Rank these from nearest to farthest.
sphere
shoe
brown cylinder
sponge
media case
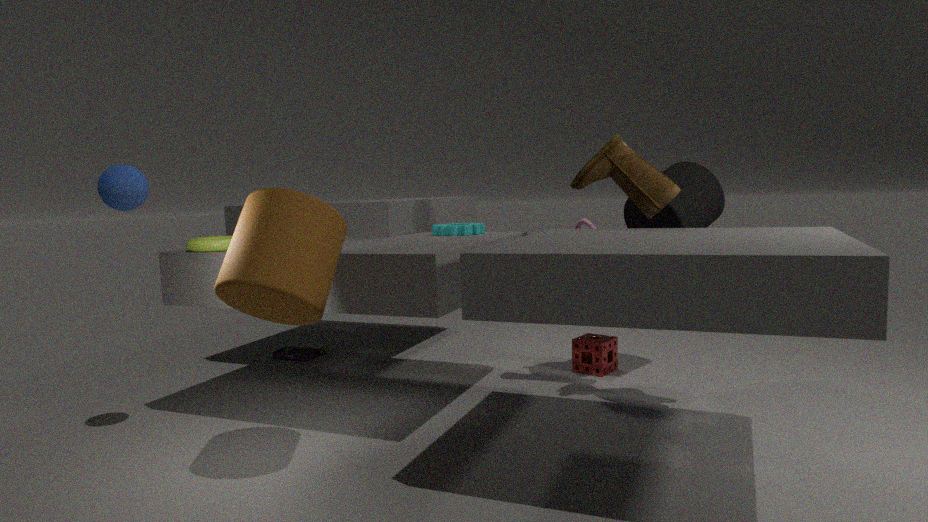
brown cylinder < sphere < shoe < sponge < media case
